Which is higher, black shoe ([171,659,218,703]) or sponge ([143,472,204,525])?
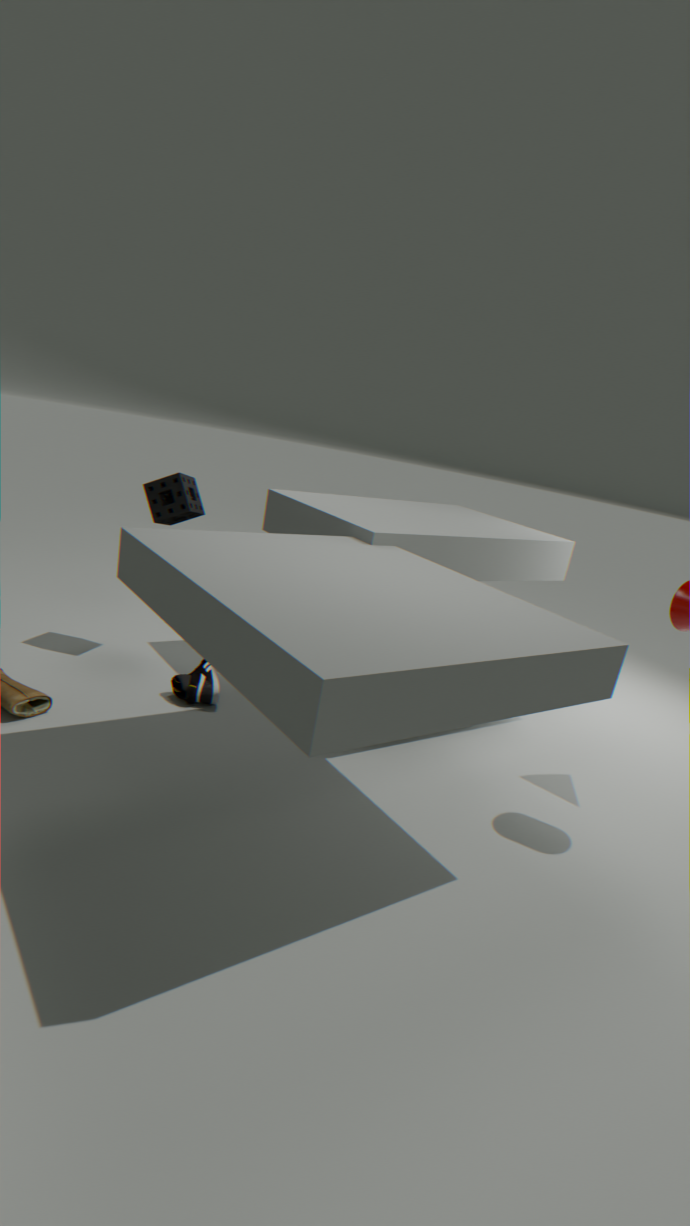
sponge ([143,472,204,525])
